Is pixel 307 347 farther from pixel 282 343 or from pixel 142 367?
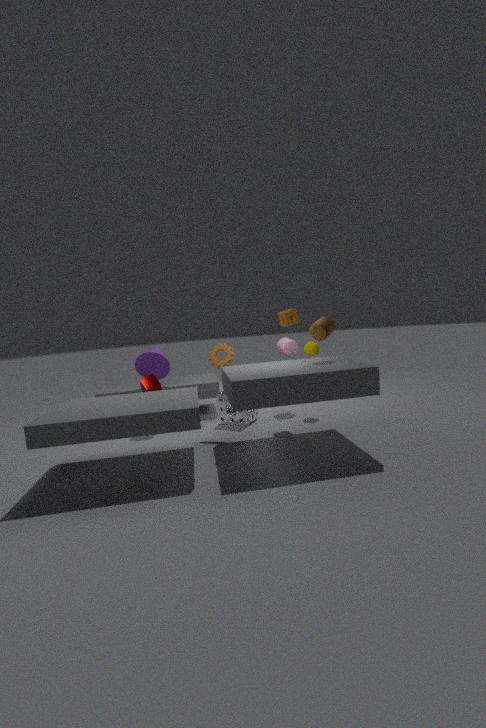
pixel 142 367
